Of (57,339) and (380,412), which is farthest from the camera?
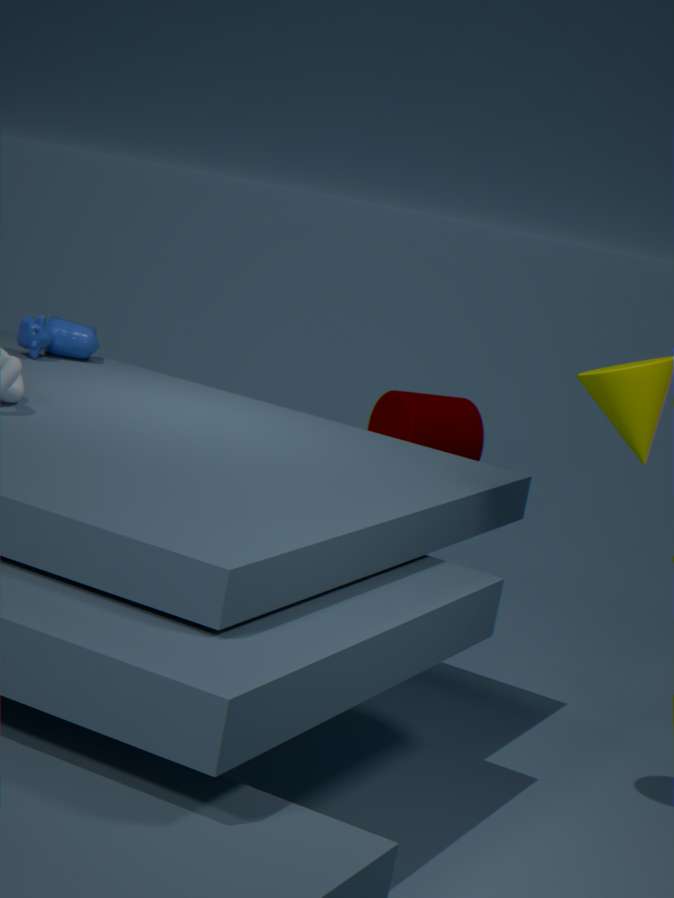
(380,412)
